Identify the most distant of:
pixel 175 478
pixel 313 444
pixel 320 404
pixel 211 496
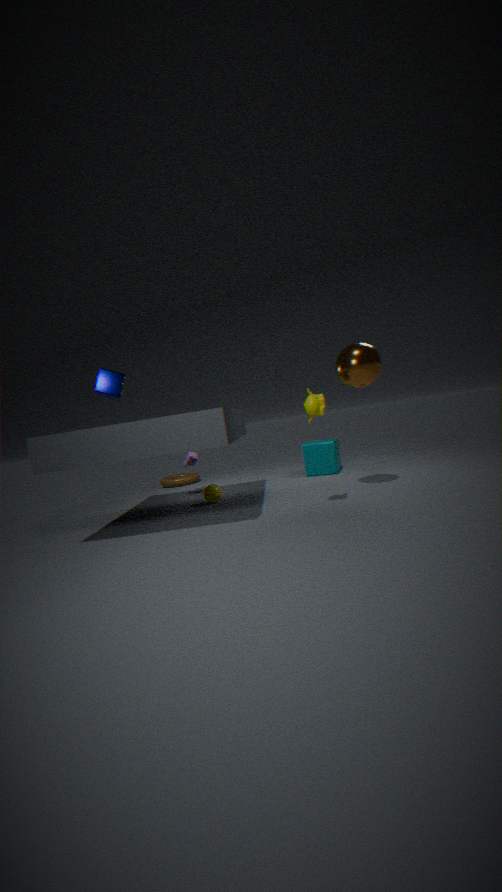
pixel 175 478
